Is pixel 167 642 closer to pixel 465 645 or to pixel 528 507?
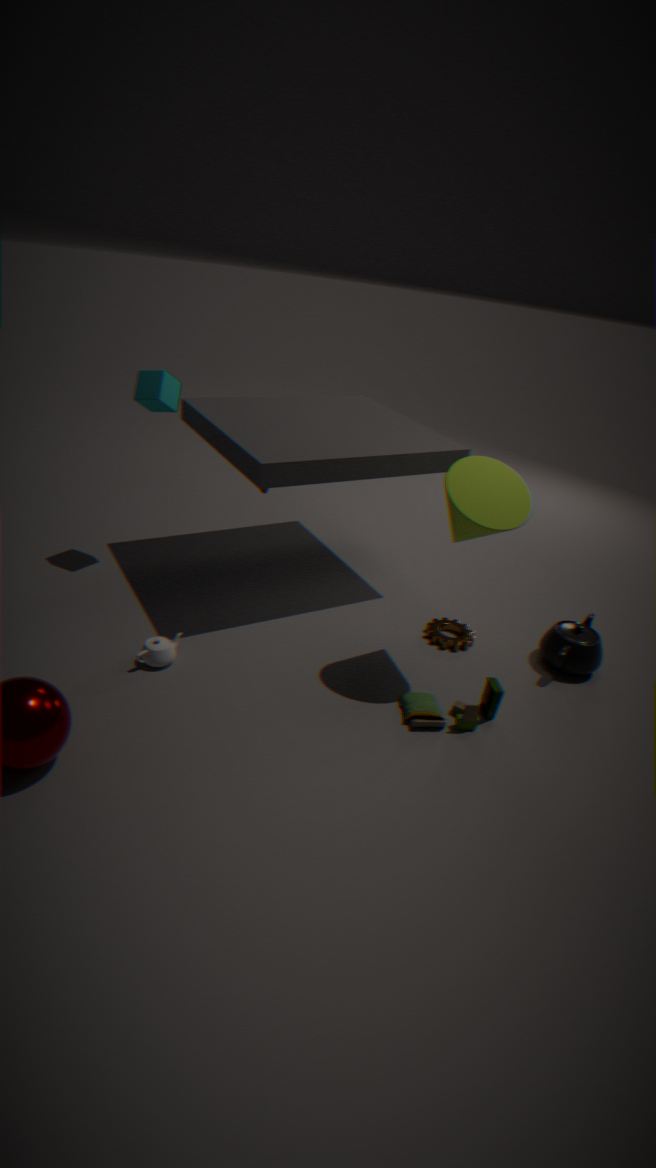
pixel 465 645
